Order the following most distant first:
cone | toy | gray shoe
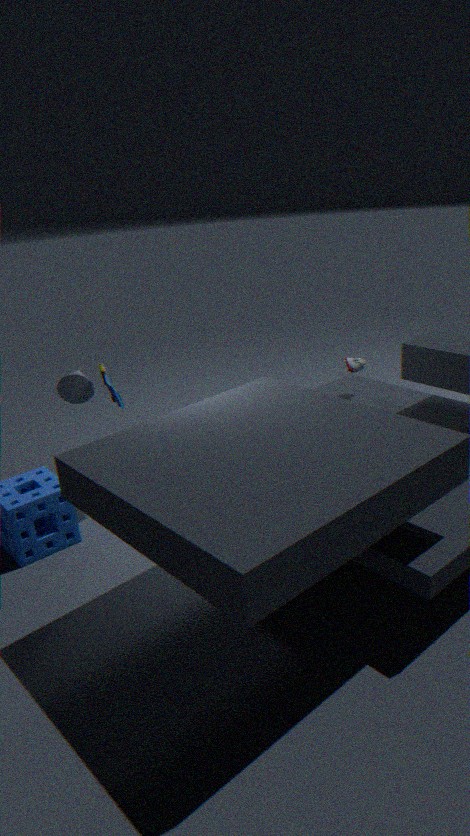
gray shoe
cone
toy
